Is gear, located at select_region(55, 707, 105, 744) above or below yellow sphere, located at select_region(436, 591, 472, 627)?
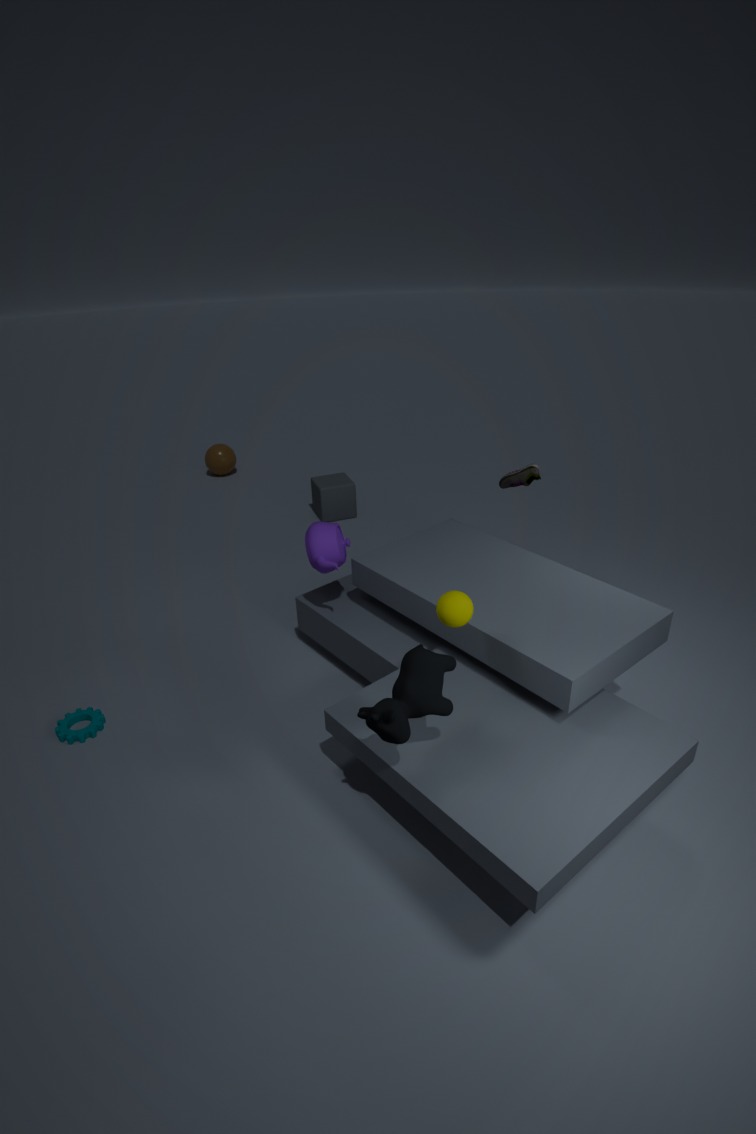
below
